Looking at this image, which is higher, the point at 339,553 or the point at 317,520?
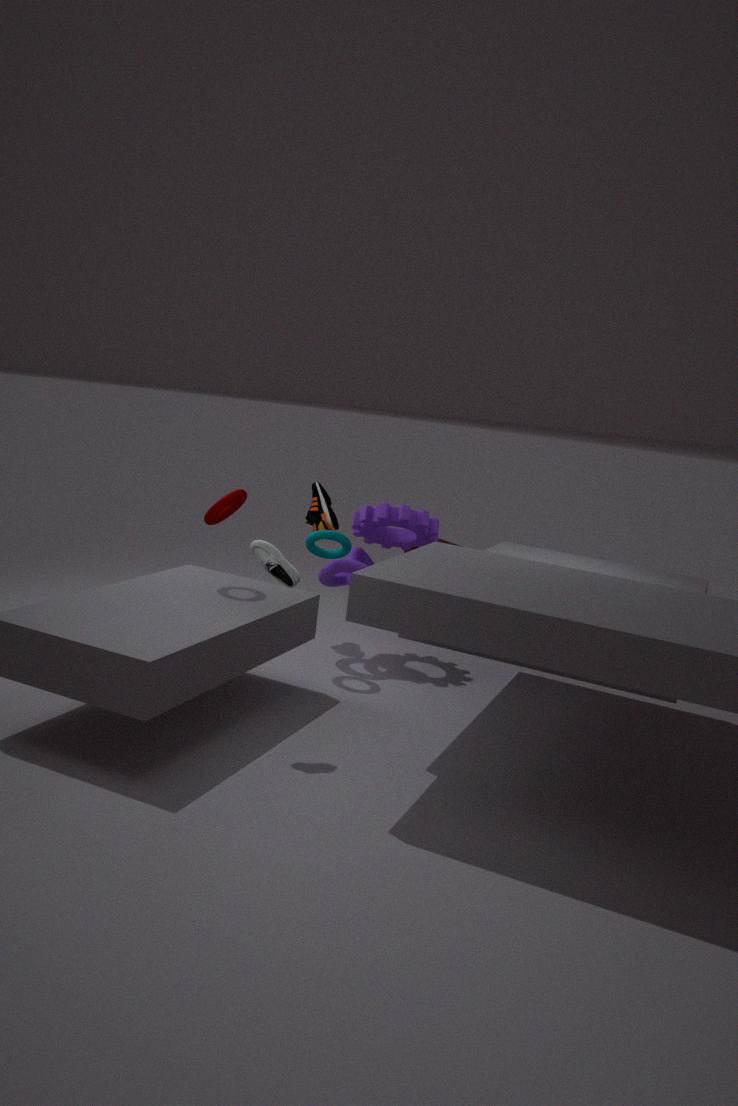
the point at 317,520
